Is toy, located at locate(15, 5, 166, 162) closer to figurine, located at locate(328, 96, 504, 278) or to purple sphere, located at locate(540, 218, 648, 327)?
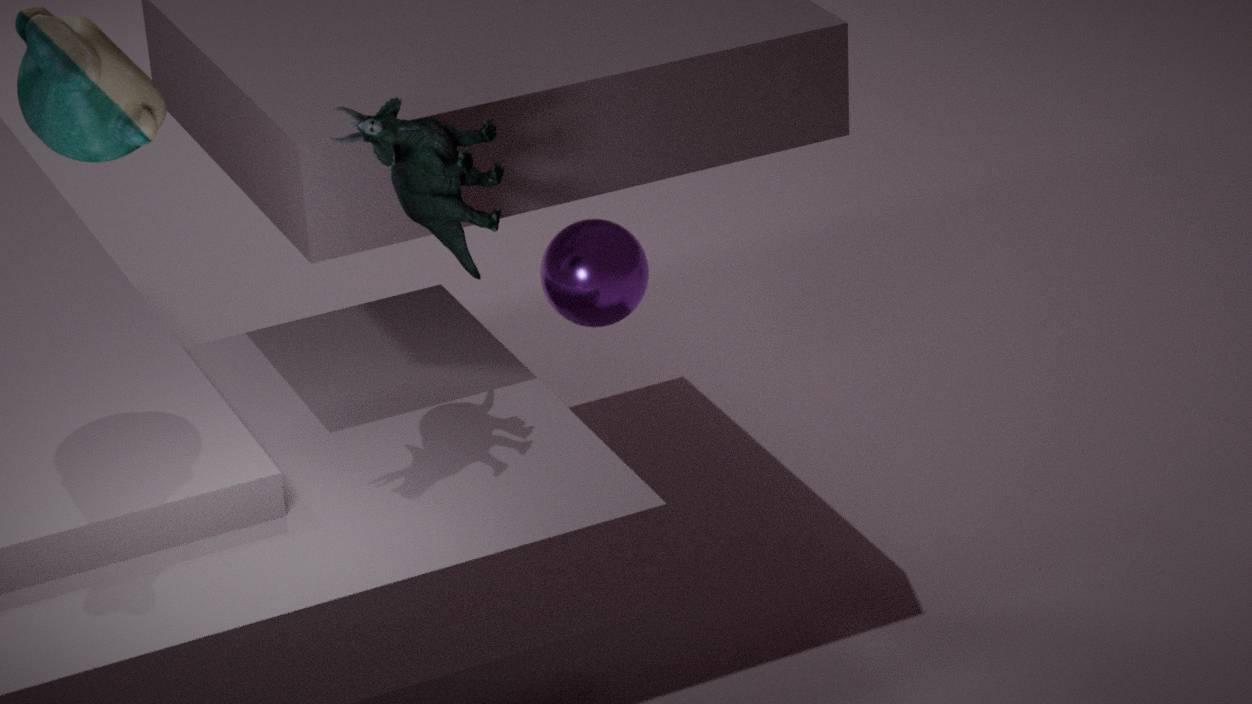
figurine, located at locate(328, 96, 504, 278)
